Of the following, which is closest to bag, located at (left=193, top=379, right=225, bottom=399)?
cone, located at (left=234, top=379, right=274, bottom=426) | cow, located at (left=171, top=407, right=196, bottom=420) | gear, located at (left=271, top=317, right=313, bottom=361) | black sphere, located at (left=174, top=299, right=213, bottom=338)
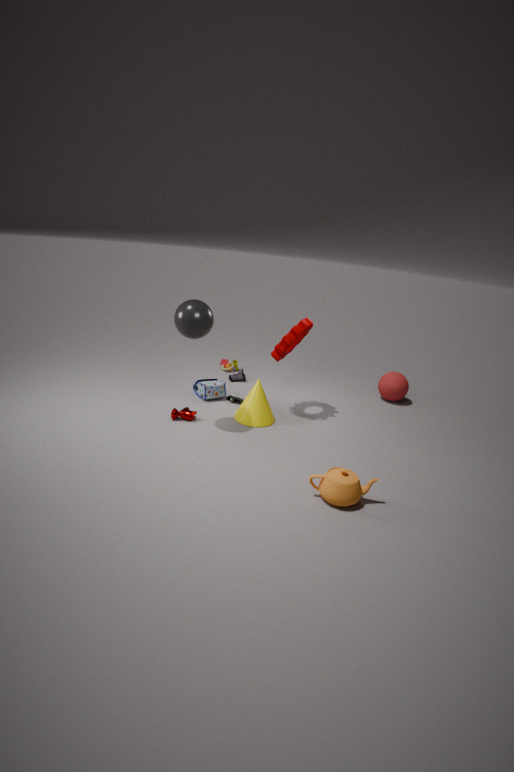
cone, located at (left=234, top=379, right=274, bottom=426)
